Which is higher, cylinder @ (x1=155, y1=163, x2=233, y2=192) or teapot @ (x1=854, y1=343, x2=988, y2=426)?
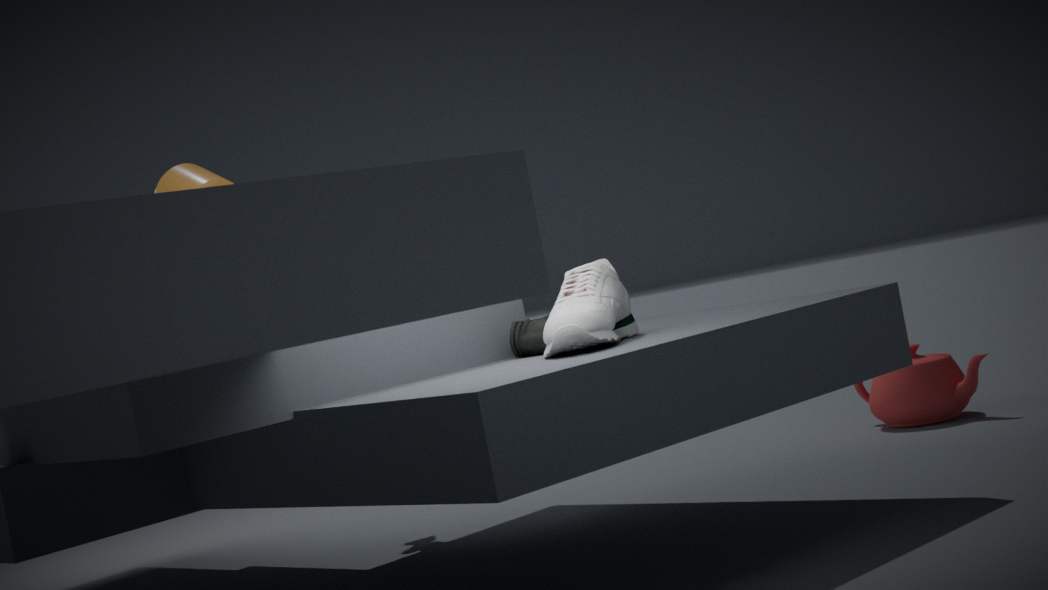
cylinder @ (x1=155, y1=163, x2=233, y2=192)
